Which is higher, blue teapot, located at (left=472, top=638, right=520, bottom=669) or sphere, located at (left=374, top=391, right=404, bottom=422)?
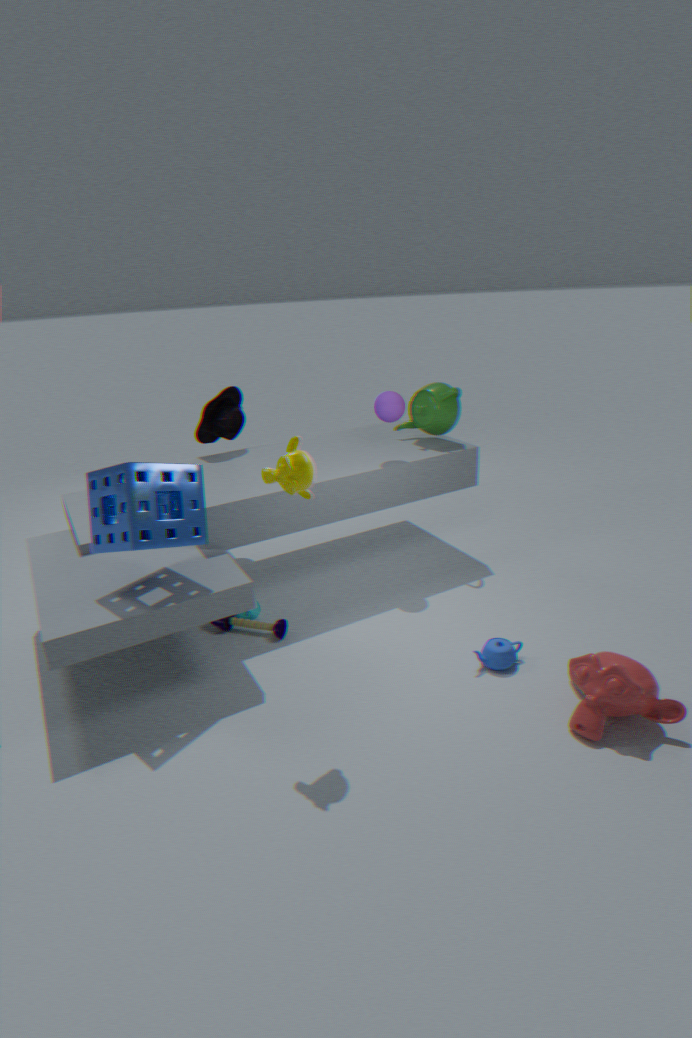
sphere, located at (left=374, top=391, right=404, bottom=422)
